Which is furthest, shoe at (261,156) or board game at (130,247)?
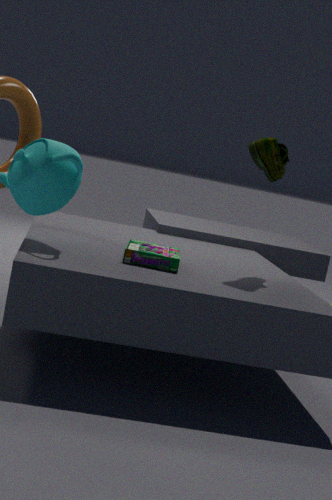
shoe at (261,156)
